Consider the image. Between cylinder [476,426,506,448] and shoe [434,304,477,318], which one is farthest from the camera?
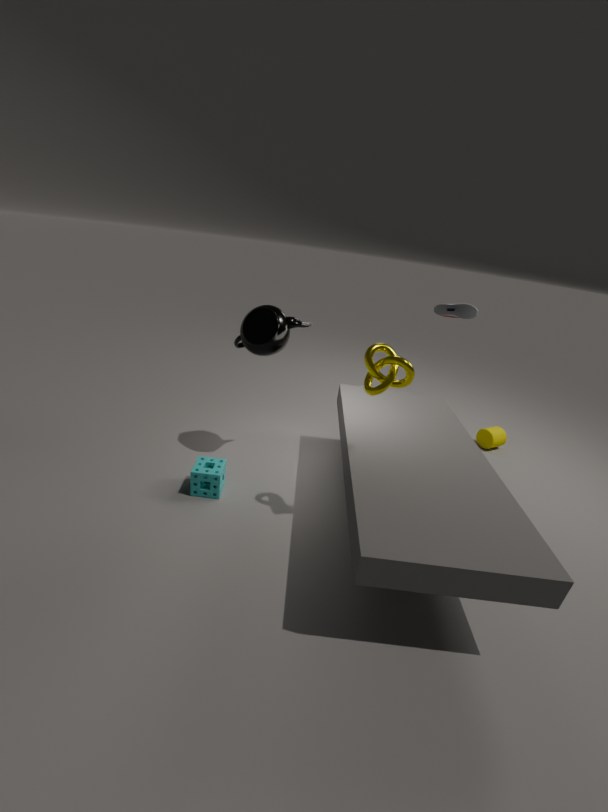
cylinder [476,426,506,448]
